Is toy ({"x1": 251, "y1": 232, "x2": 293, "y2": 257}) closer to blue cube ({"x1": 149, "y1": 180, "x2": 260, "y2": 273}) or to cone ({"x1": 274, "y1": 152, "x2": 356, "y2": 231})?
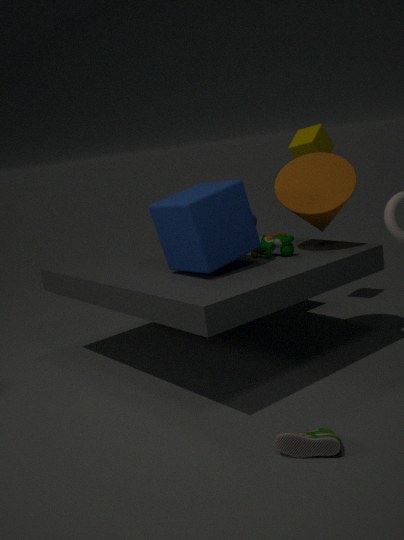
blue cube ({"x1": 149, "y1": 180, "x2": 260, "y2": 273})
